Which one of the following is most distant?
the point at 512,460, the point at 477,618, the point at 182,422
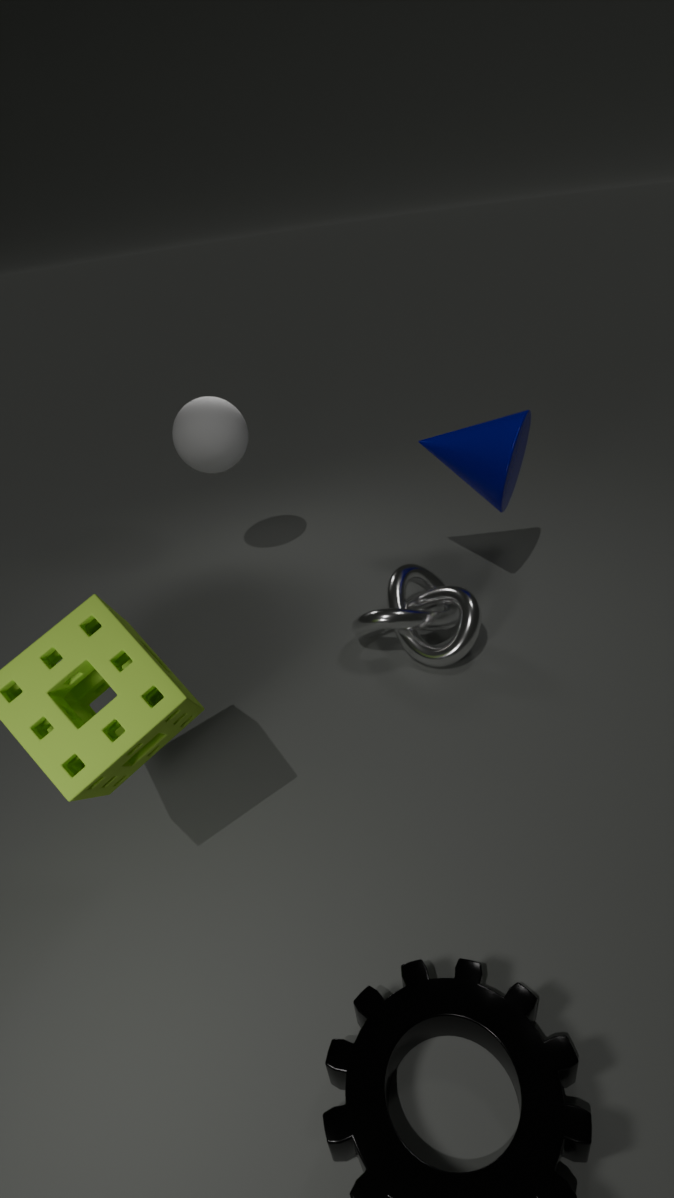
the point at 182,422
